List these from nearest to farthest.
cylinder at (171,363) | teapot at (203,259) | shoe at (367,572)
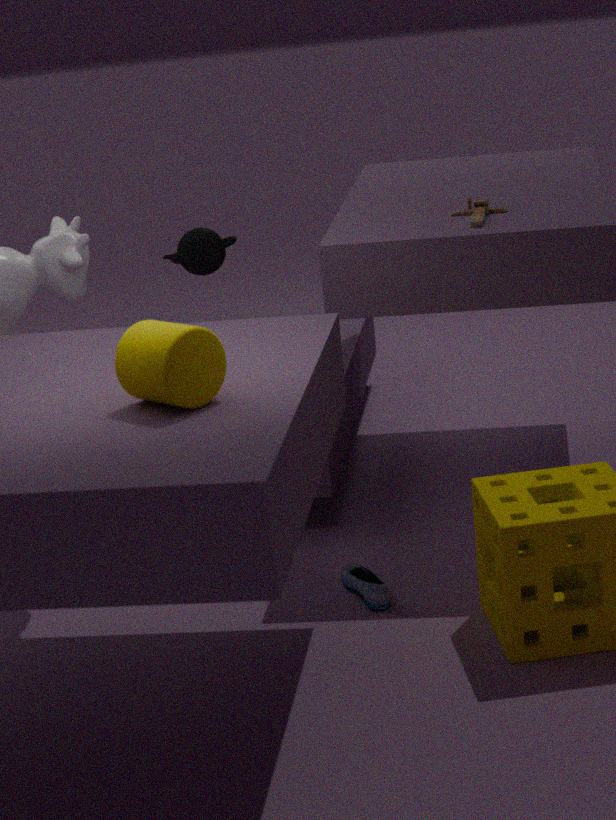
cylinder at (171,363) → shoe at (367,572) → teapot at (203,259)
